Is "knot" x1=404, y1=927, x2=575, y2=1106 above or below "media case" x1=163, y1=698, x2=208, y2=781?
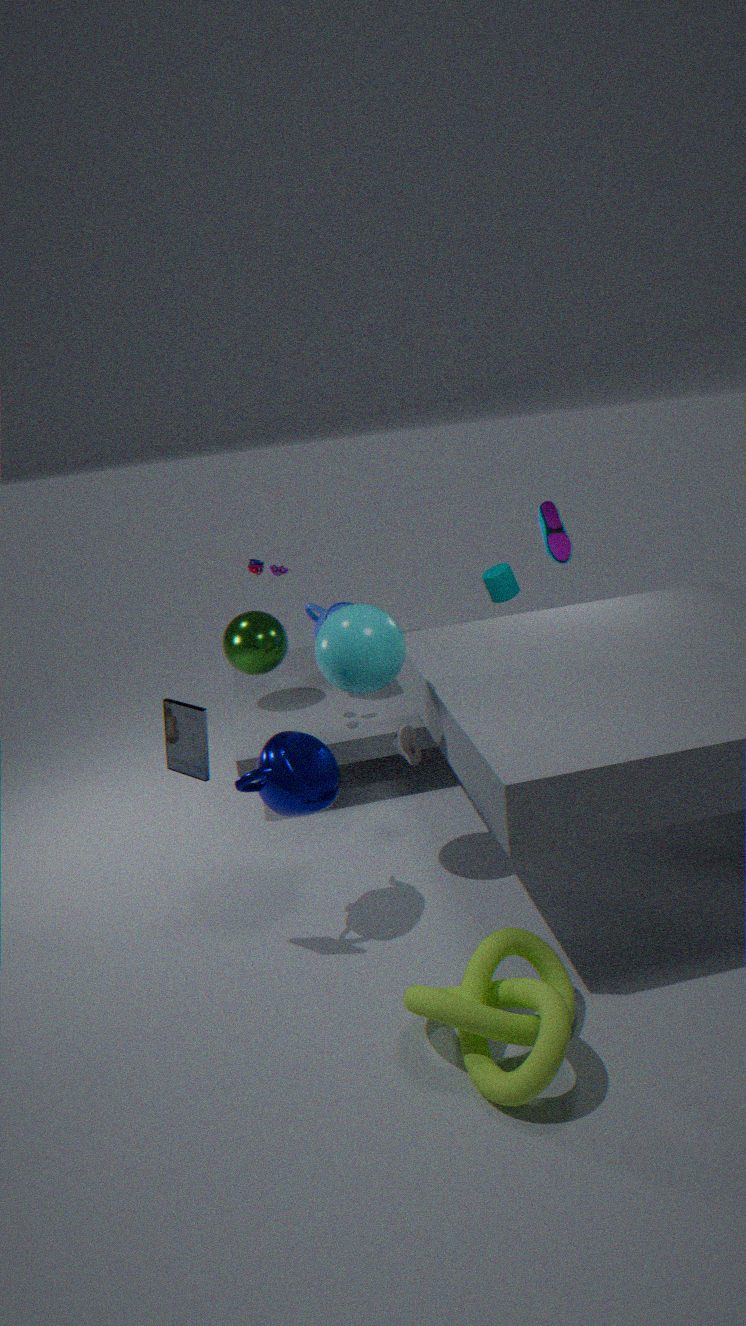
below
